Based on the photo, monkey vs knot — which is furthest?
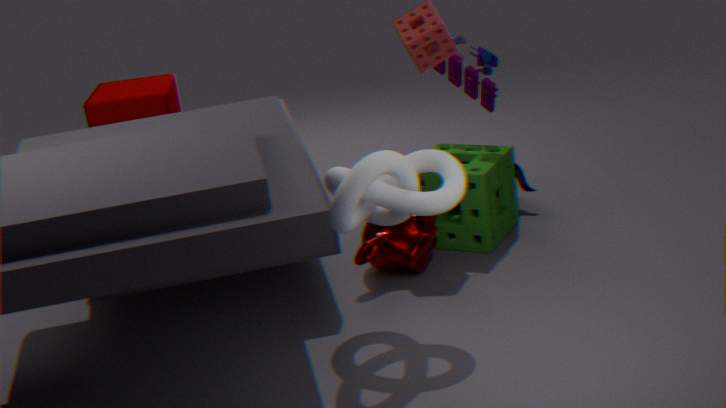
monkey
